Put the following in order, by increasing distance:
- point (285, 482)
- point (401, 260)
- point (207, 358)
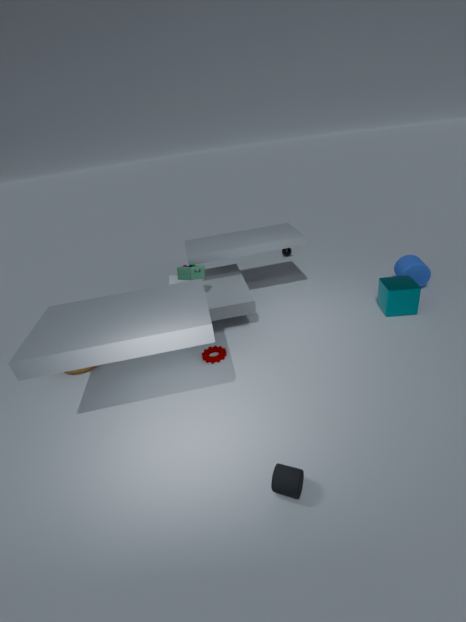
point (285, 482)
point (207, 358)
point (401, 260)
